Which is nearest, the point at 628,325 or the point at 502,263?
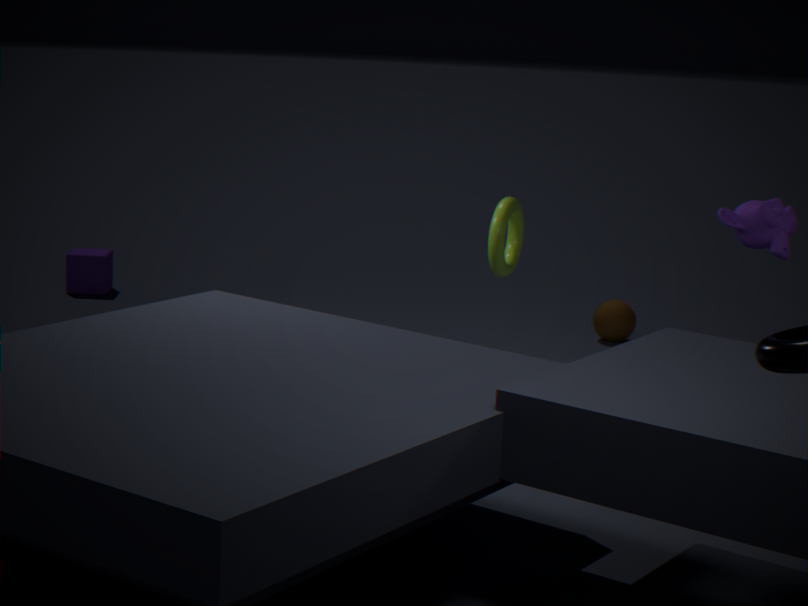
the point at 502,263
